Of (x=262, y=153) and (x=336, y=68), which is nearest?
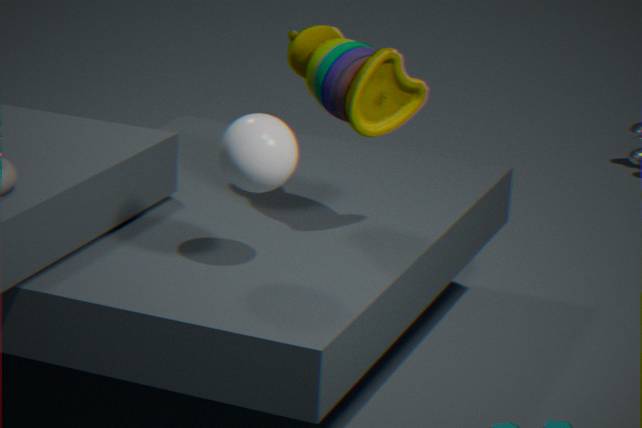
(x=262, y=153)
